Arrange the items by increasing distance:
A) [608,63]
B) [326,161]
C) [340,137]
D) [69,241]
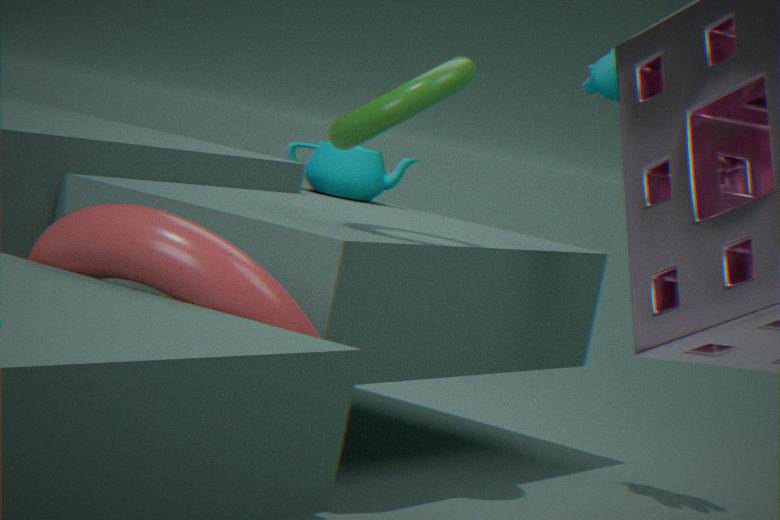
[69,241] < [340,137] < [608,63] < [326,161]
